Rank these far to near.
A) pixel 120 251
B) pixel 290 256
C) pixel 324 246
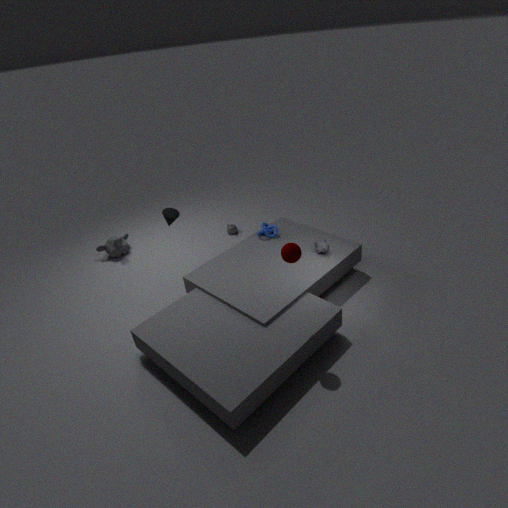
1. pixel 120 251
2. pixel 324 246
3. pixel 290 256
